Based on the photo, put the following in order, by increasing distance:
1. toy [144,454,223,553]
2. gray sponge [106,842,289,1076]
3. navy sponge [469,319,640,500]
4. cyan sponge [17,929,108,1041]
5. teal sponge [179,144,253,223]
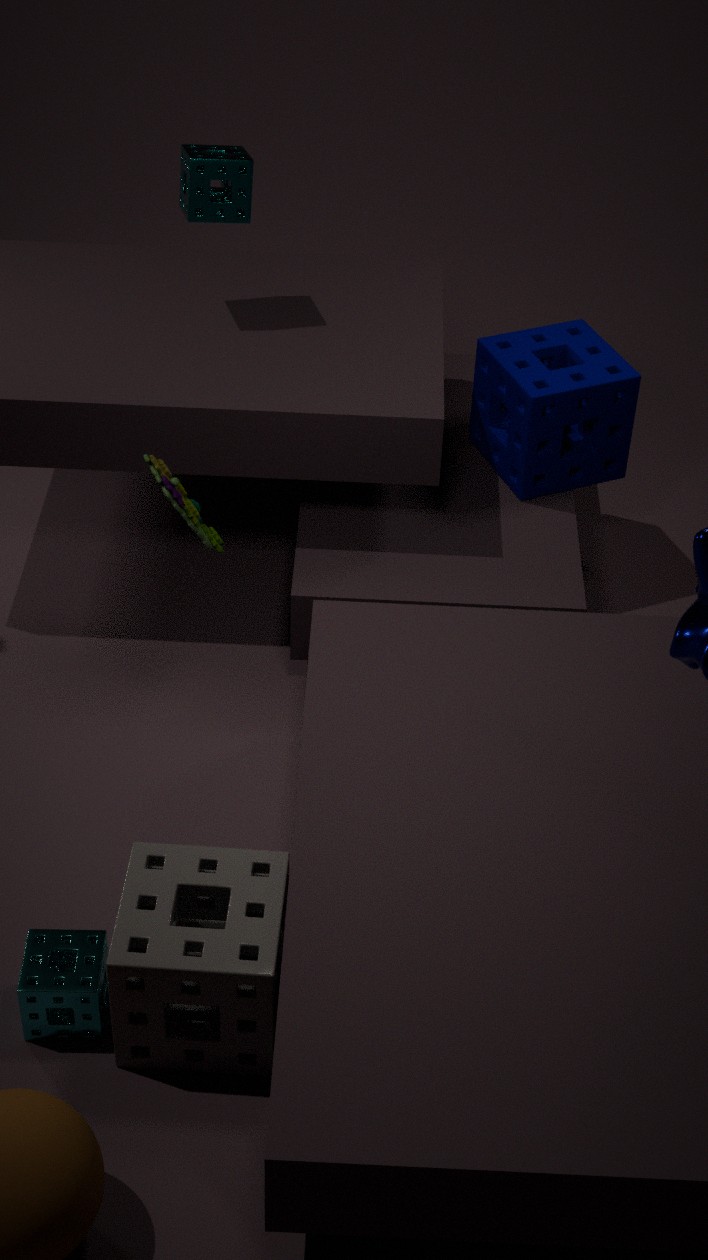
gray sponge [106,842,289,1076], cyan sponge [17,929,108,1041], toy [144,454,223,553], teal sponge [179,144,253,223], navy sponge [469,319,640,500]
